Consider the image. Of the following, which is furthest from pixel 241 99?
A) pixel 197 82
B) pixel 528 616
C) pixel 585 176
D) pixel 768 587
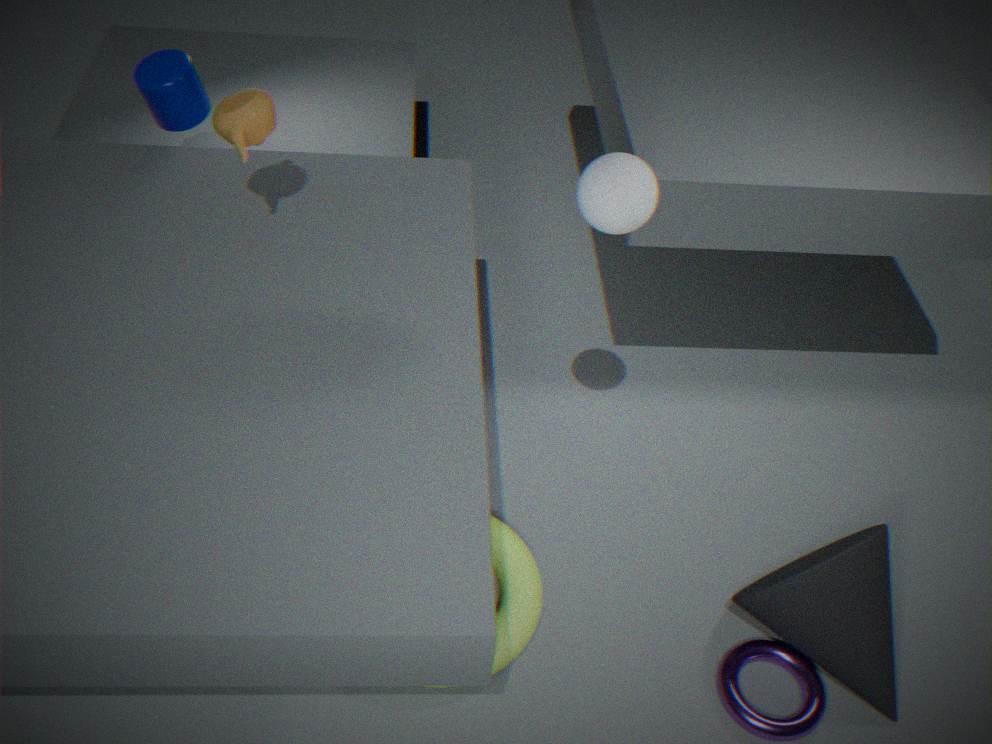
pixel 768 587
